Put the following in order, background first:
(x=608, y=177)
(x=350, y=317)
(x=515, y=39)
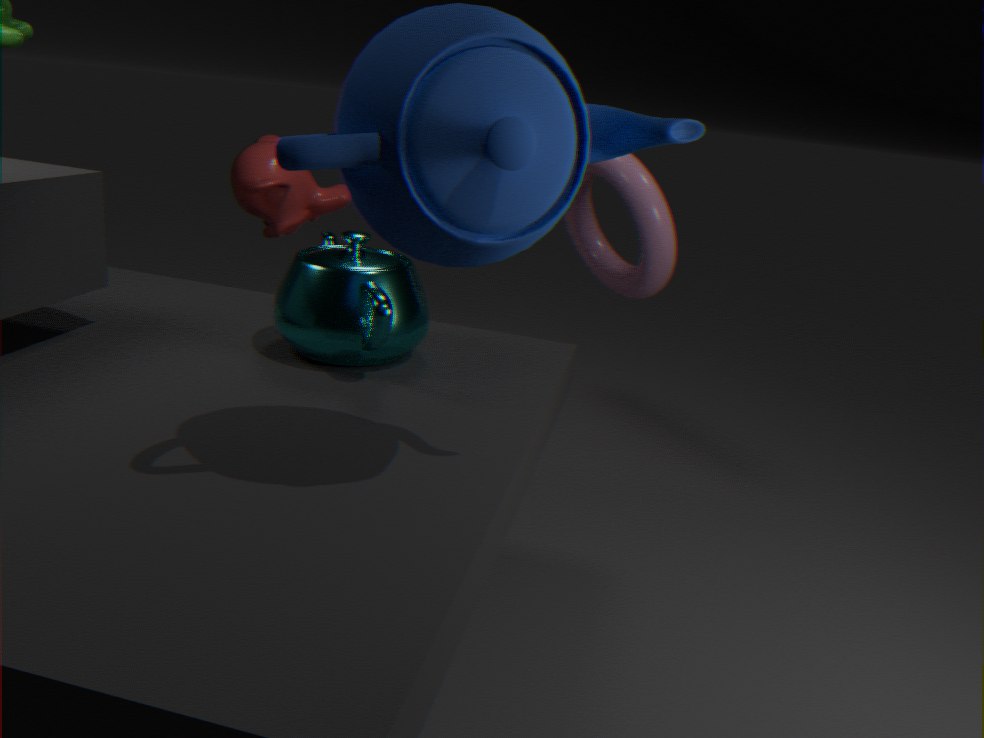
1. (x=608, y=177)
2. (x=350, y=317)
3. (x=515, y=39)
